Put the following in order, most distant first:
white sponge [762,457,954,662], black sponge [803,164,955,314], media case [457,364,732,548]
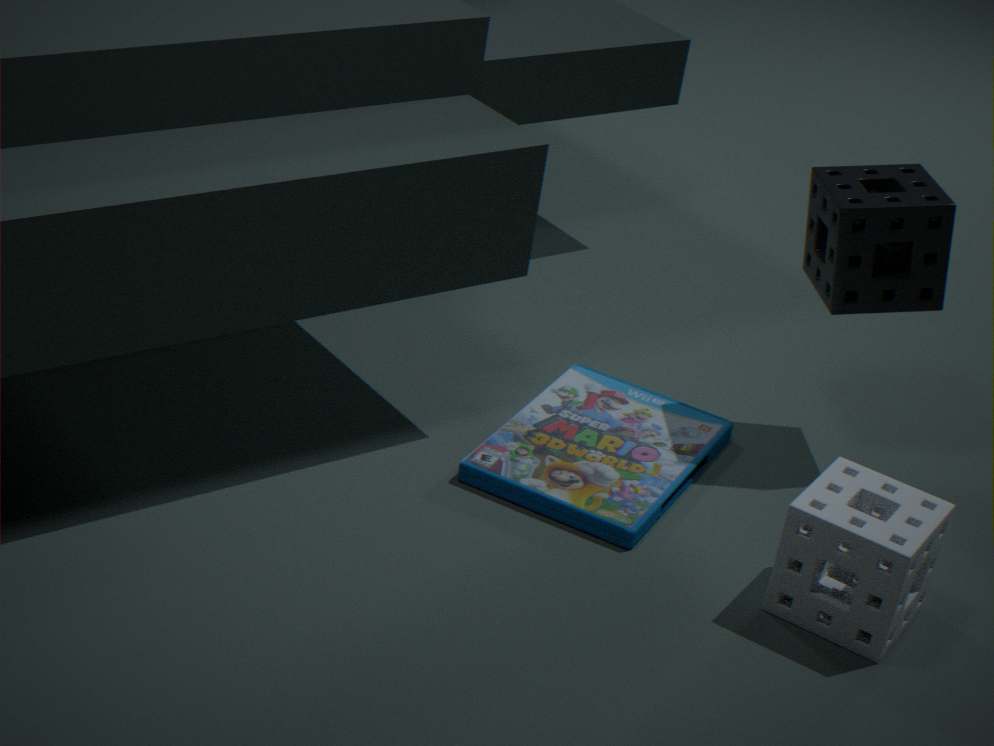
black sponge [803,164,955,314] → media case [457,364,732,548] → white sponge [762,457,954,662]
